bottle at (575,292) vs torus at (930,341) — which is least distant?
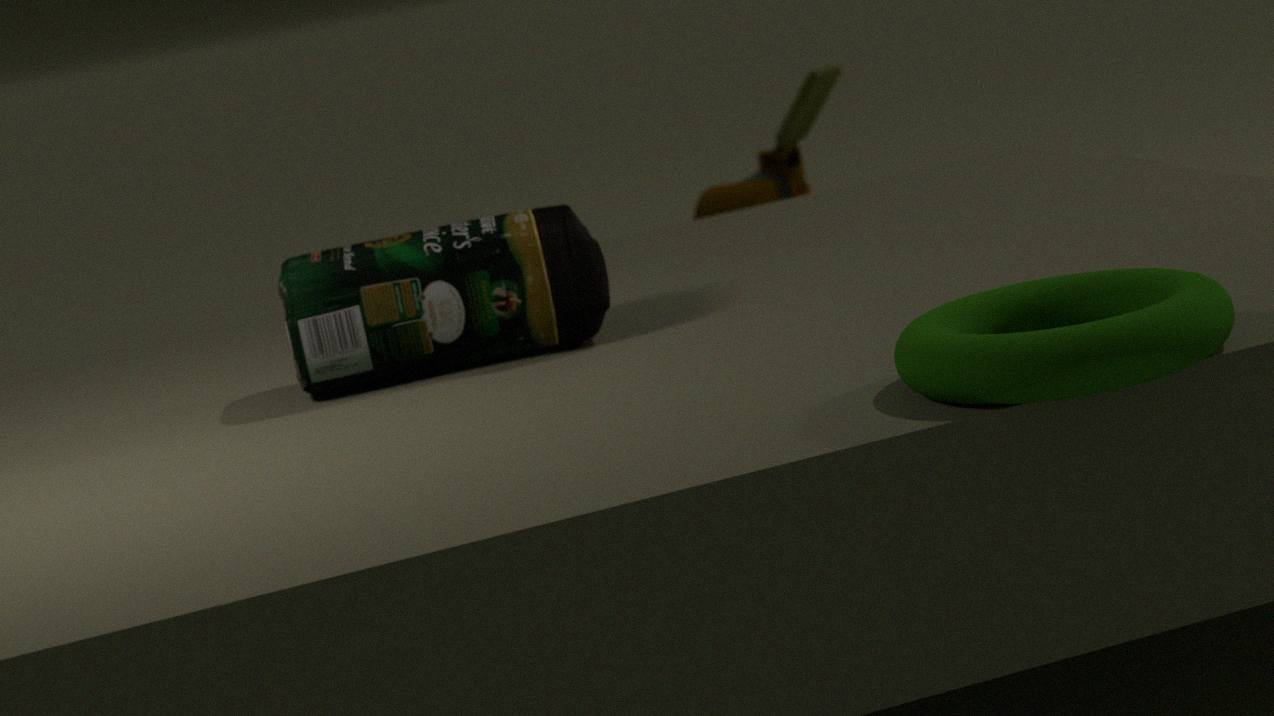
torus at (930,341)
